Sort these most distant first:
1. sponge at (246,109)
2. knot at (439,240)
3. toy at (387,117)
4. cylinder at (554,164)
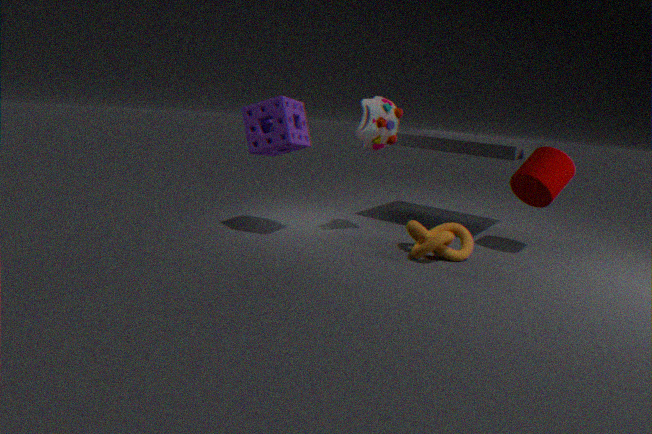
toy at (387,117), cylinder at (554,164), sponge at (246,109), knot at (439,240)
